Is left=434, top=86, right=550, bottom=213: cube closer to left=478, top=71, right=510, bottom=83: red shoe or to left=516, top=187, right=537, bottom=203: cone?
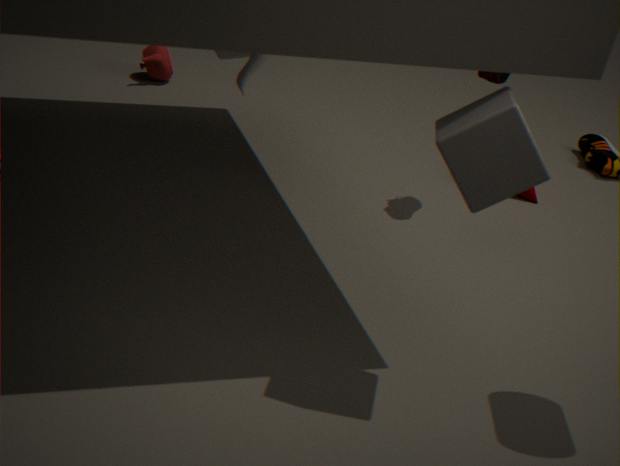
left=478, top=71, right=510, bottom=83: red shoe
